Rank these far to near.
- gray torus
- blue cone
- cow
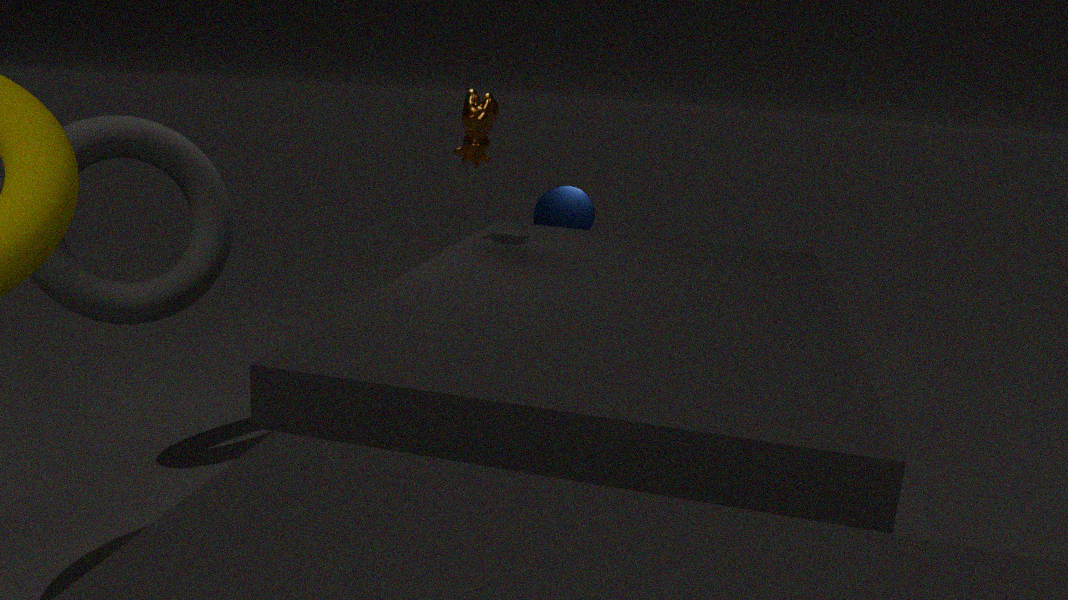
blue cone, cow, gray torus
